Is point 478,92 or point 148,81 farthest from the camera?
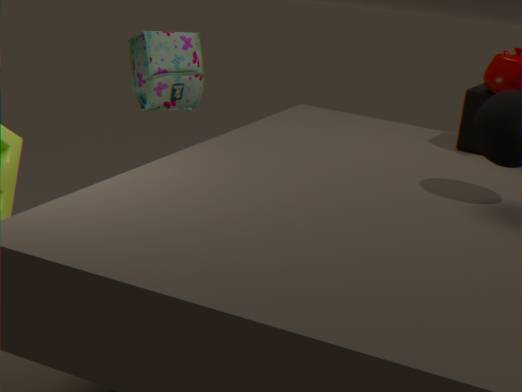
point 148,81
